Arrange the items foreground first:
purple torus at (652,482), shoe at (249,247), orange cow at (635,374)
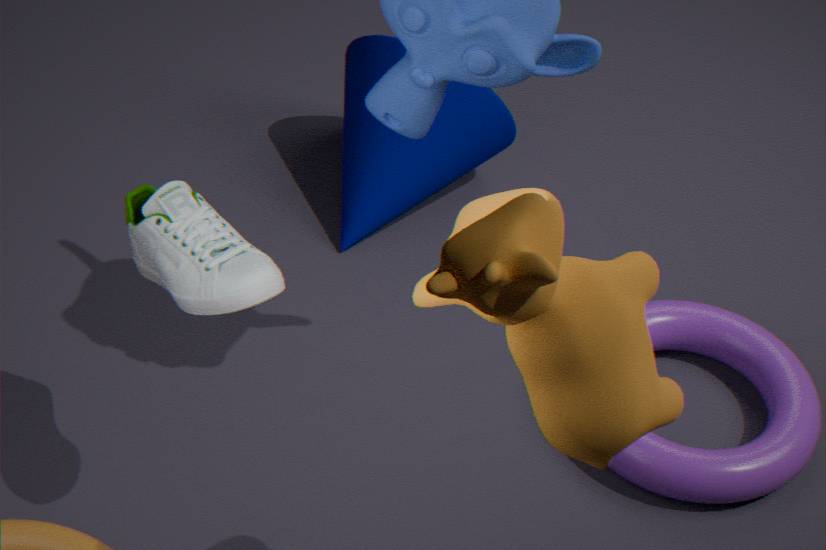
orange cow at (635,374) → shoe at (249,247) → purple torus at (652,482)
